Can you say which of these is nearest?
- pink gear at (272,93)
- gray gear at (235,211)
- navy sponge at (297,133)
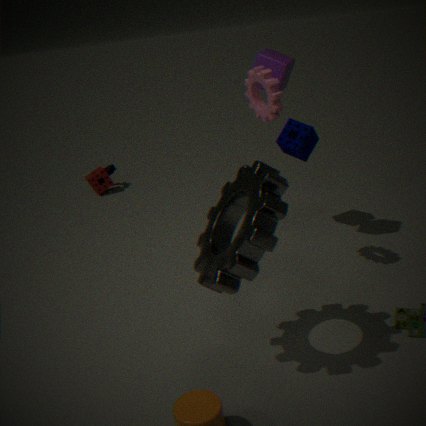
gray gear at (235,211)
